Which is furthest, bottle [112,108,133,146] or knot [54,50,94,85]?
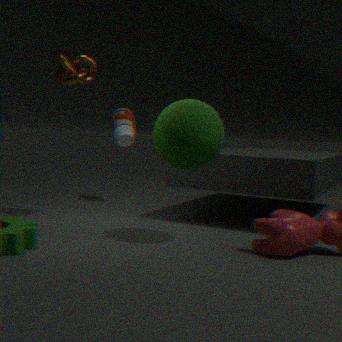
bottle [112,108,133,146]
